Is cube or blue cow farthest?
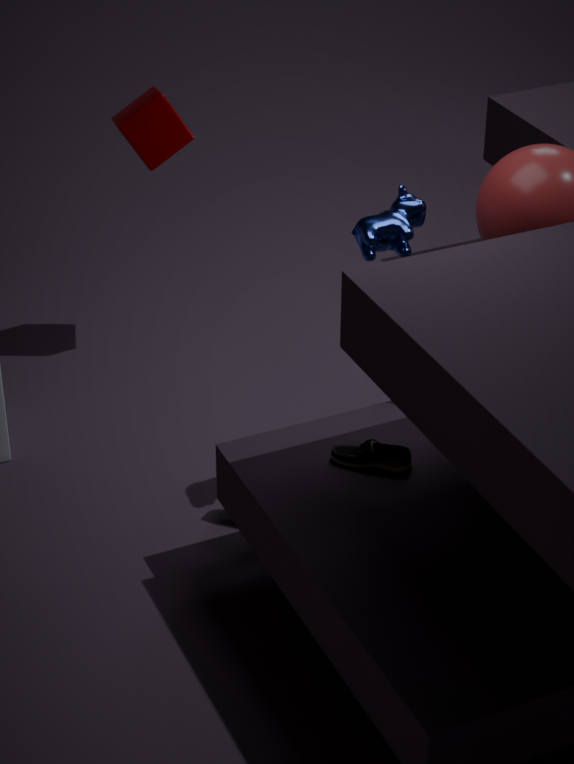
cube
